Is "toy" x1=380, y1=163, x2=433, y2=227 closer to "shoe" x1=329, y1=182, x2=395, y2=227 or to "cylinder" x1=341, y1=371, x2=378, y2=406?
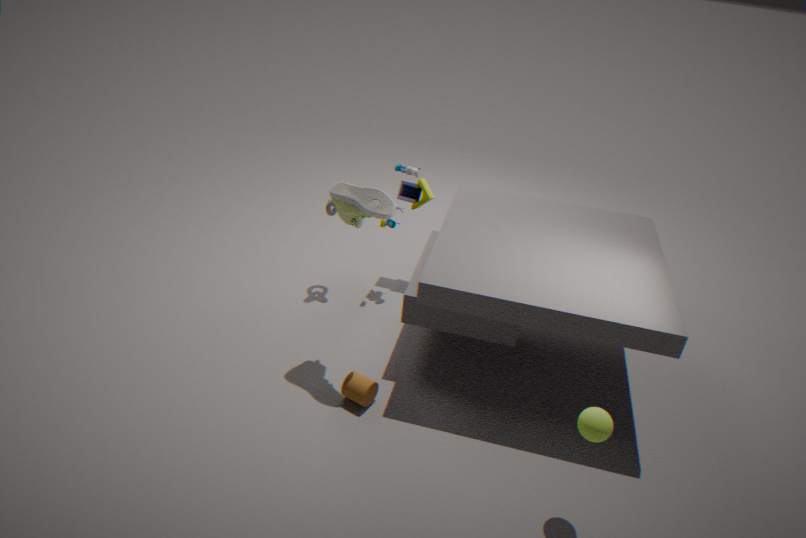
"shoe" x1=329, y1=182, x2=395, y2=227
